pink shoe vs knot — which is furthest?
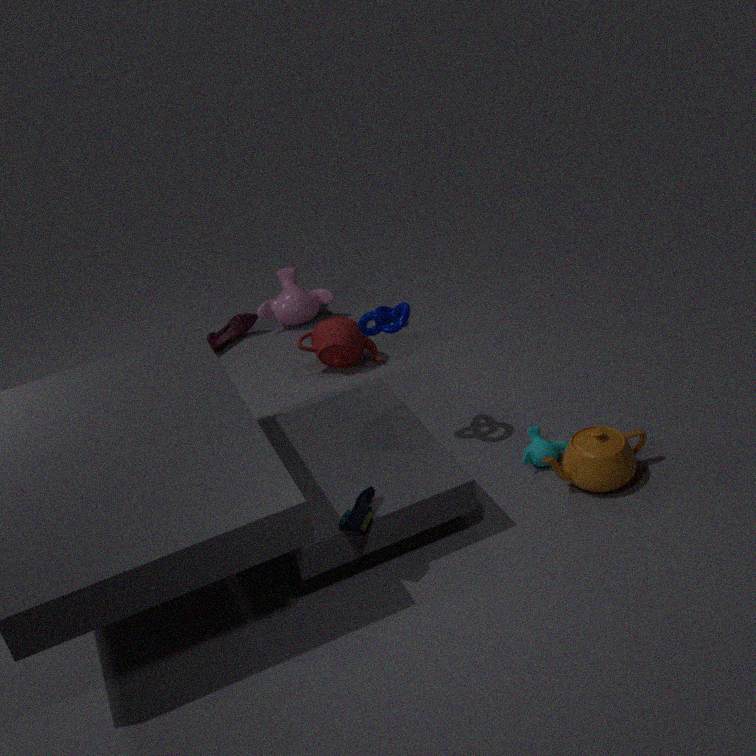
pink shoe
